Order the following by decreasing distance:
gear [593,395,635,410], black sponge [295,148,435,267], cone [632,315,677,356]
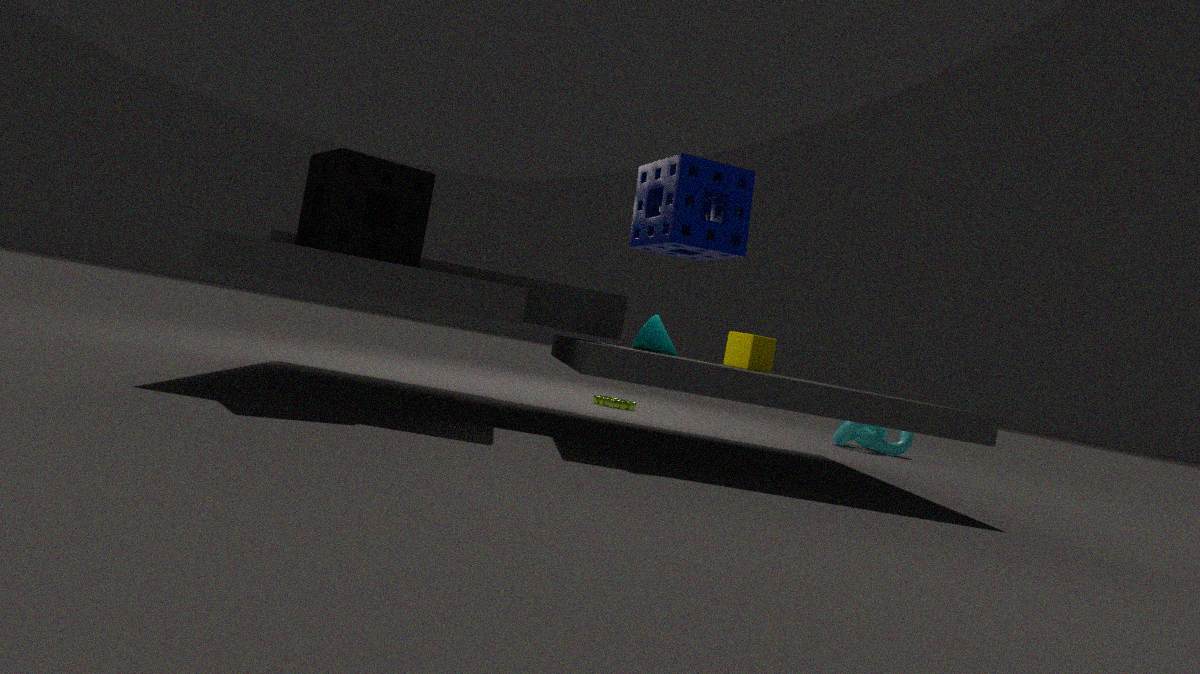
gear [593,395,635,410], cone [632,315,677,356], black sponge [295,148,435,267]
